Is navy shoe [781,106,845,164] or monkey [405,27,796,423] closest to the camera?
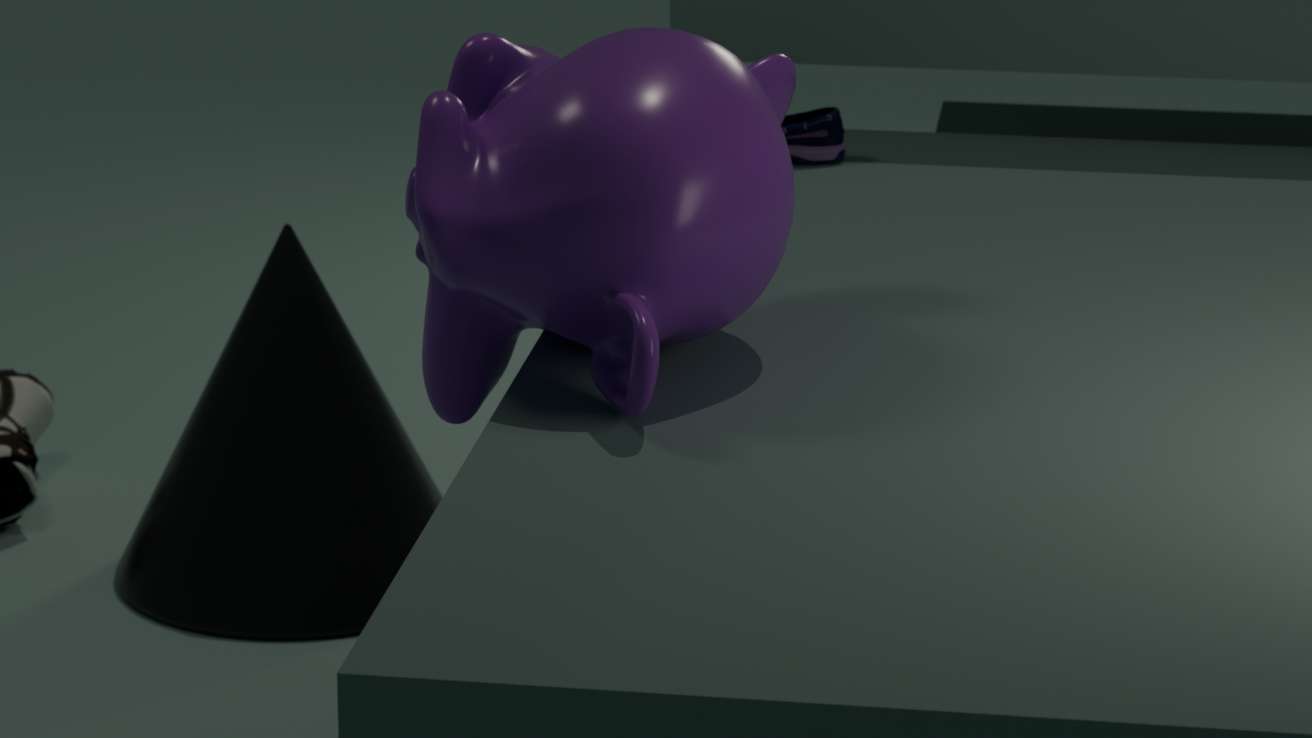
monkey [405,27,796,423]
